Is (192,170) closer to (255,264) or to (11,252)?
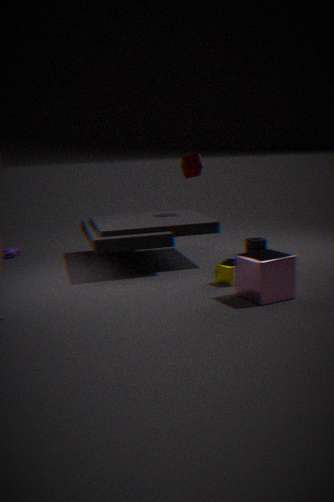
(255,264)
